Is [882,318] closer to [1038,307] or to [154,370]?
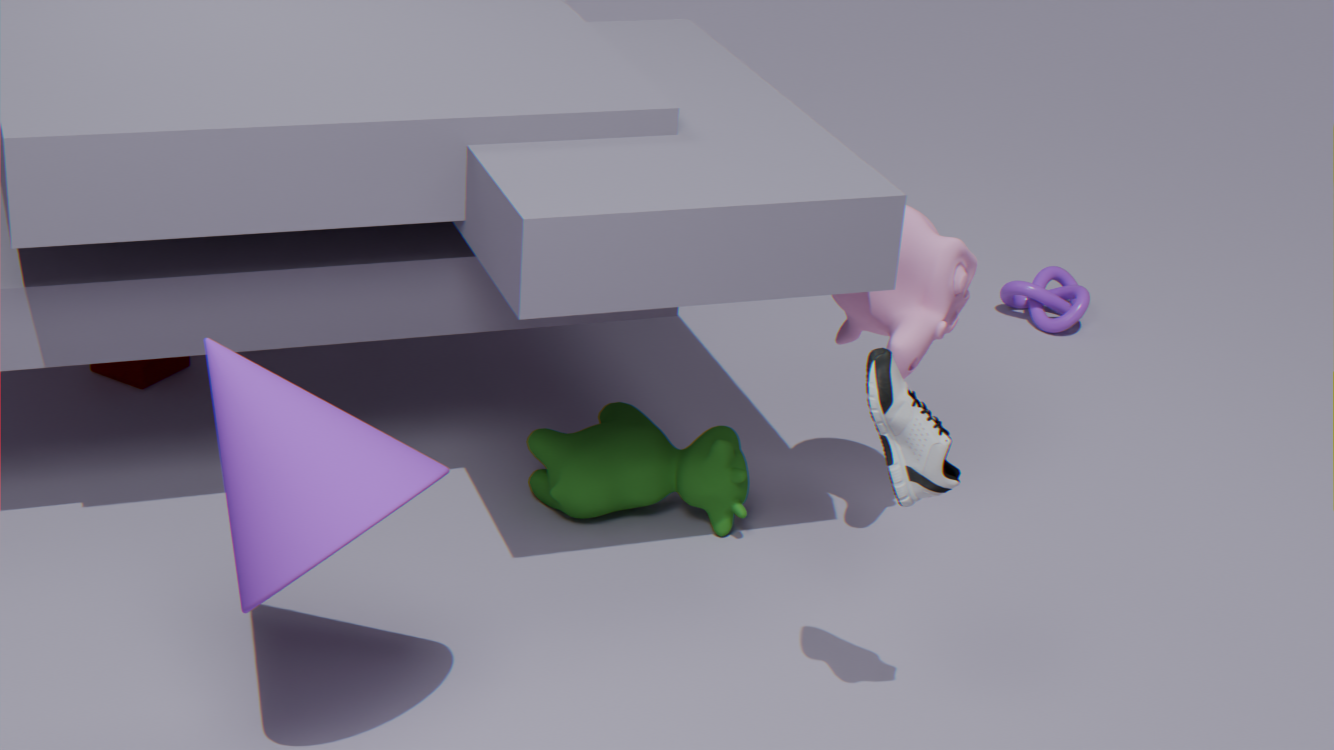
[1038,307]
